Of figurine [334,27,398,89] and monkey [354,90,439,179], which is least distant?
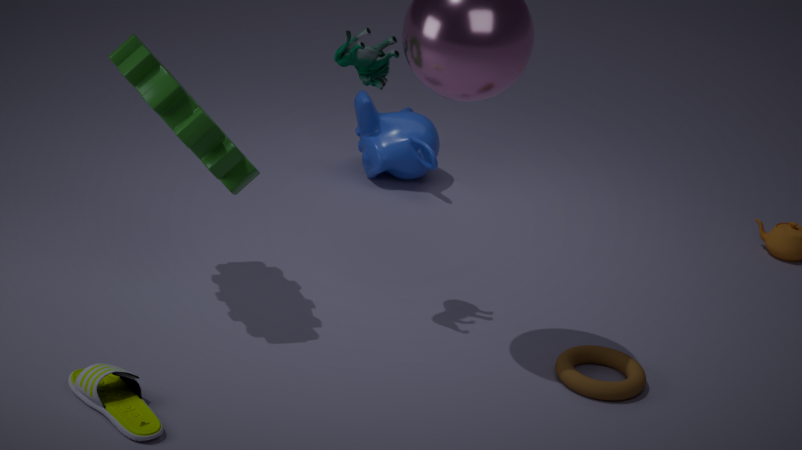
figurine [334,27,398,89]
